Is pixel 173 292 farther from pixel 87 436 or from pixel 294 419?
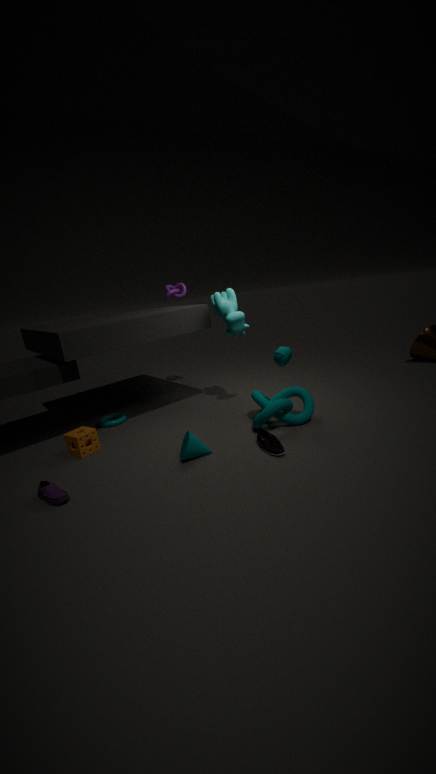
pixel 87 436
